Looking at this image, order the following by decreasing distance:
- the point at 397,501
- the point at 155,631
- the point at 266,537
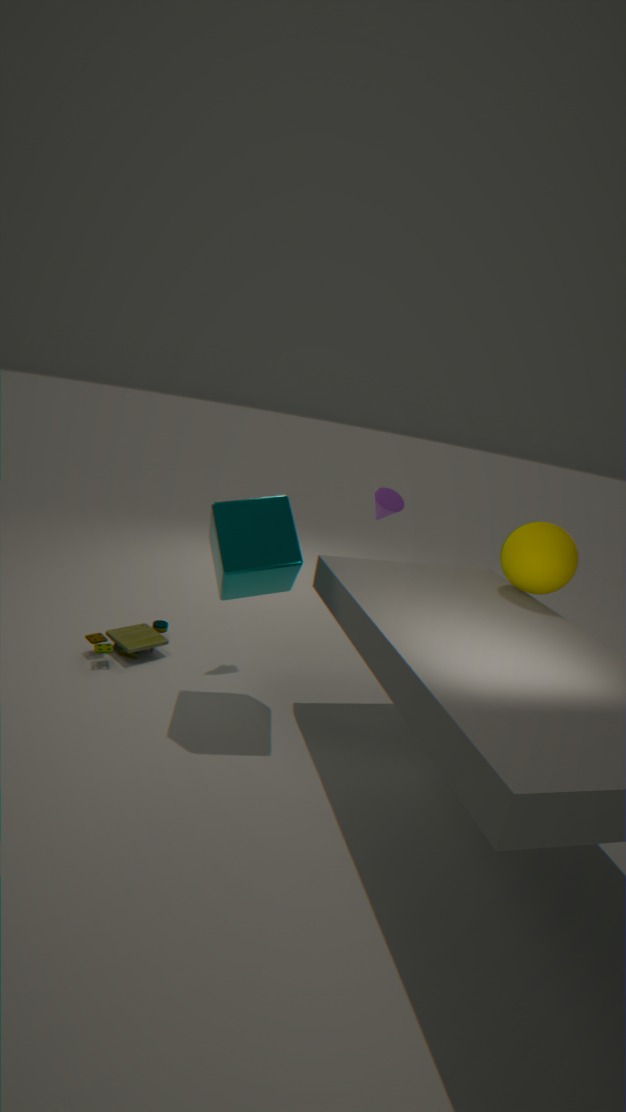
the point at 397,501
the point at 155,631
the point at 266,537
